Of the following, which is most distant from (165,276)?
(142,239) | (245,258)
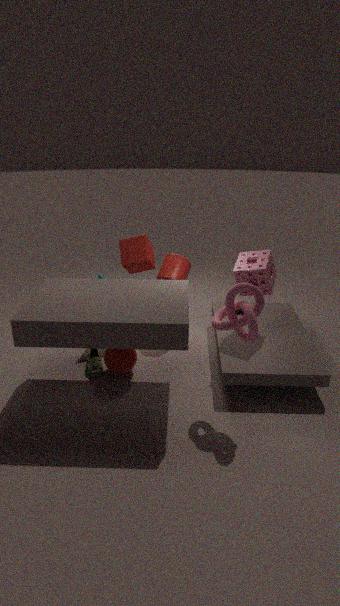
(245,258)
